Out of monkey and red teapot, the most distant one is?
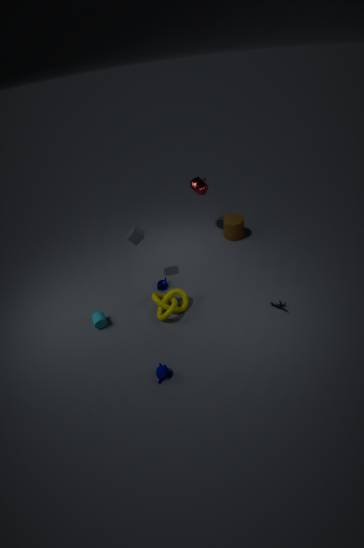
red teapot
